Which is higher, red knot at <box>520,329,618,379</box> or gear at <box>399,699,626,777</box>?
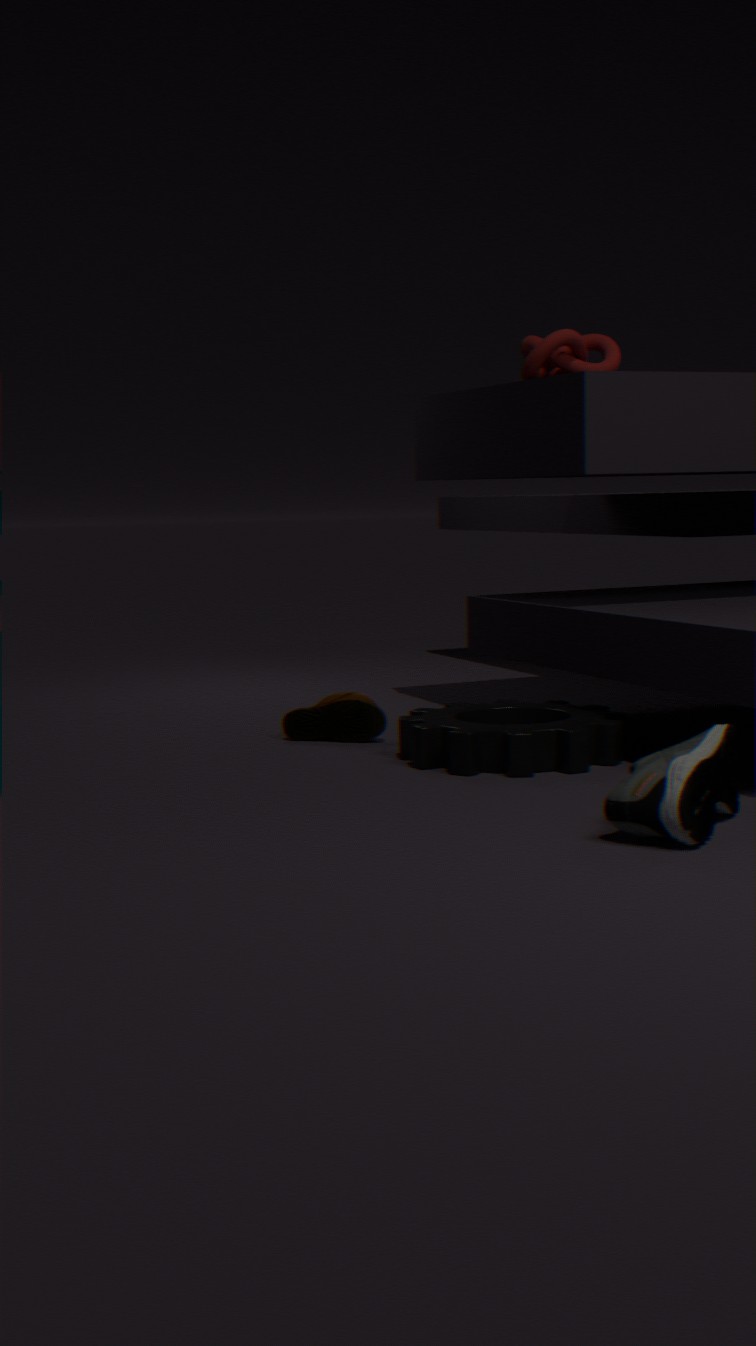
red knot at <box>520,329,618,379</box>
